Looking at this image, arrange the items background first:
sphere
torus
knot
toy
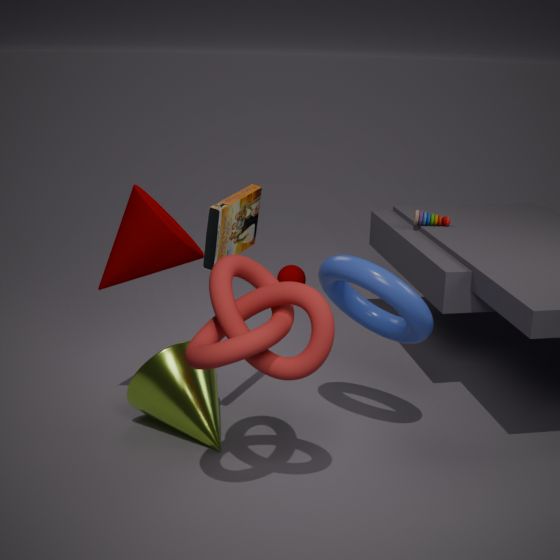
sphere, toy, torus, knot
